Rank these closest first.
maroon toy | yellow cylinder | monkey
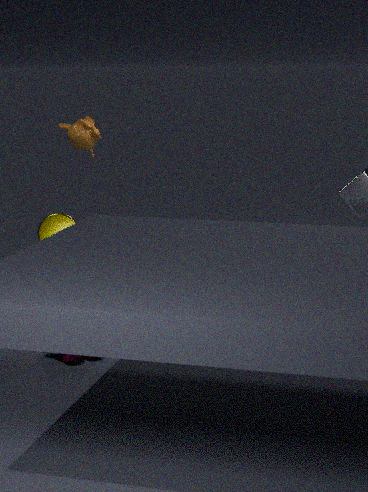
maroon toy → yellow cylinder → monkey
